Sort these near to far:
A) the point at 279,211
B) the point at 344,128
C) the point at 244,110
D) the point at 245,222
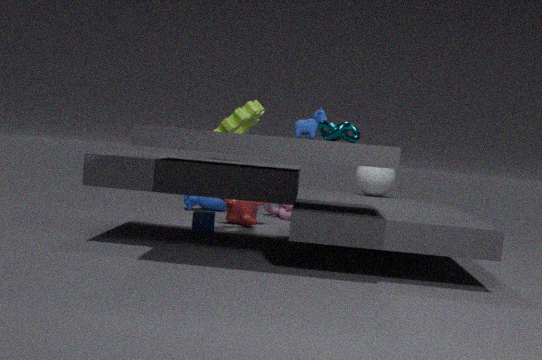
the point at 344,128
the point at 244,110
the point at 245,222
the point at 279,211
